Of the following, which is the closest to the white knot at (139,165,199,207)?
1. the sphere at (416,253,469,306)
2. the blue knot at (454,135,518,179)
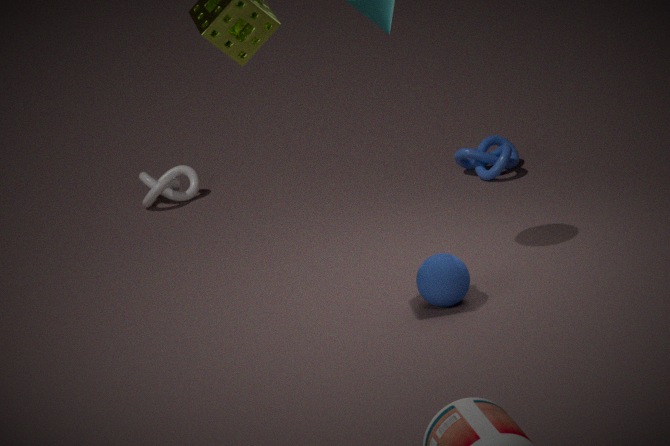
the blue knot at (454,135,518,179)
